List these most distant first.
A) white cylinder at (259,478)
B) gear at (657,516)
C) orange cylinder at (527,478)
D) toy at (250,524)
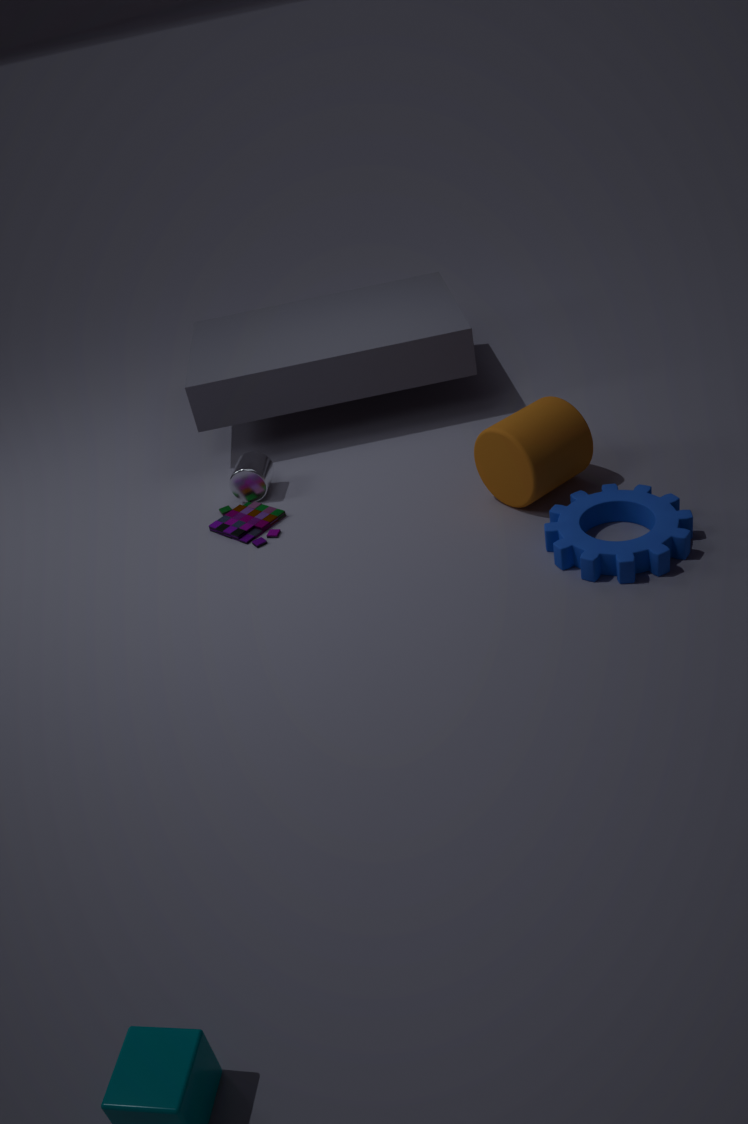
white cylinder at (259,478) → toy at (250,524) → orange cylinder at (527,478) → gear at (657,516)
